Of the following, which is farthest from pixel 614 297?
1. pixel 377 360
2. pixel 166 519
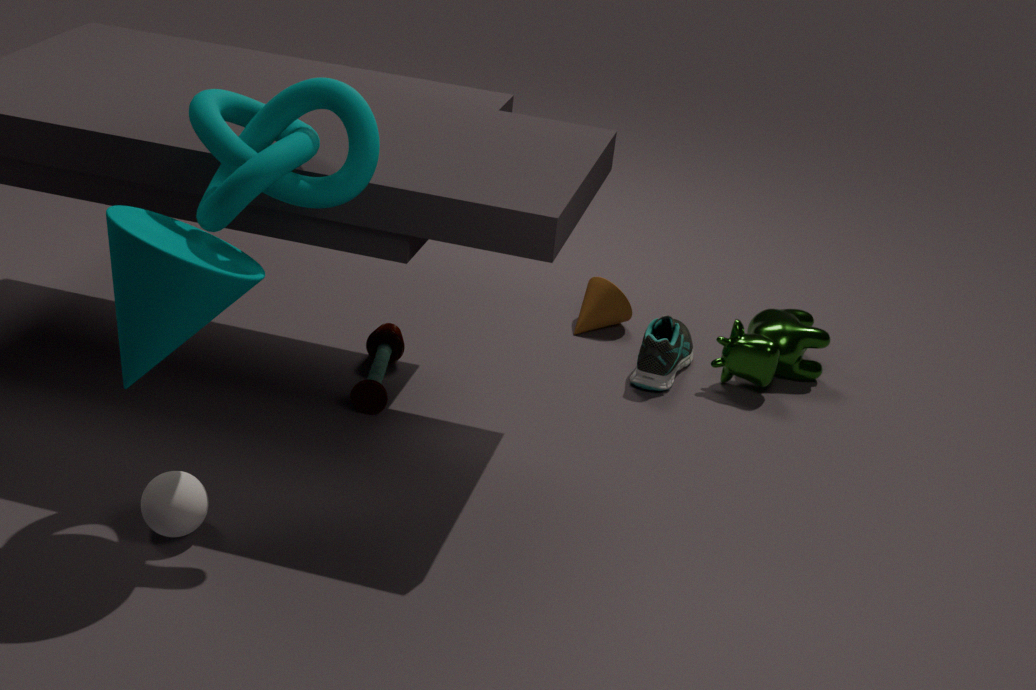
pixel 166 519
